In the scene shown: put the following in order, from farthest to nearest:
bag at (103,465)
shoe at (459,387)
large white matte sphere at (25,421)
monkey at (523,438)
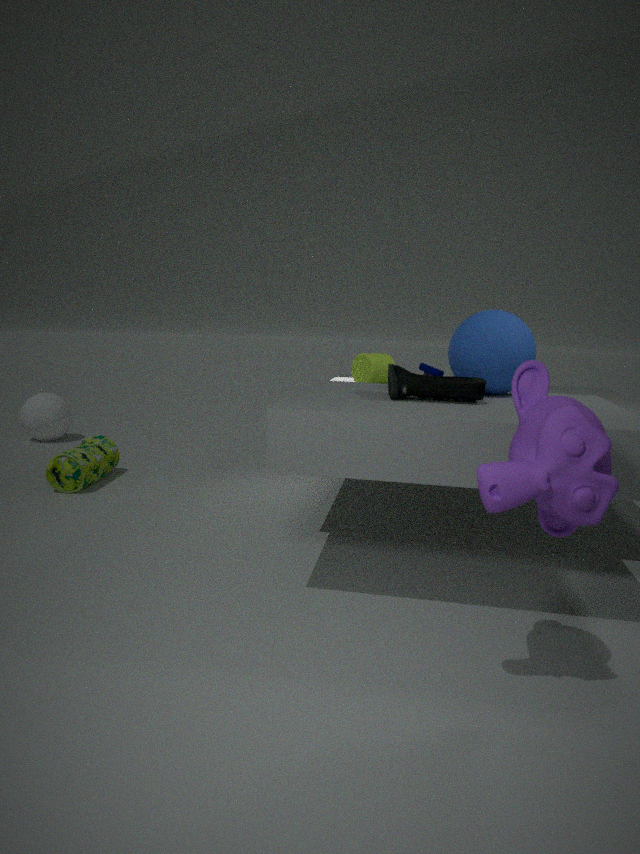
large white matte sphere at (25,421) < bag at (103,465) < shoe at (459,387) < monkey at (523,438)
